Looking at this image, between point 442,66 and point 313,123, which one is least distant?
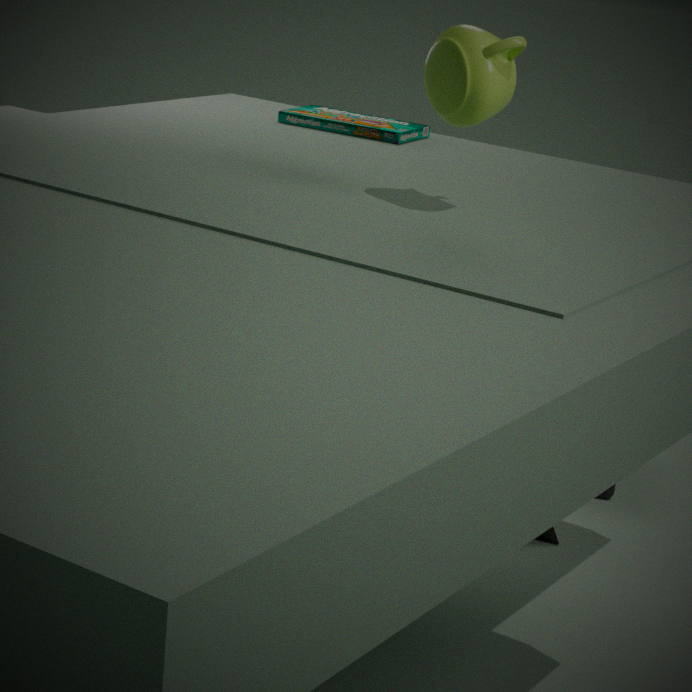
point 442,66
